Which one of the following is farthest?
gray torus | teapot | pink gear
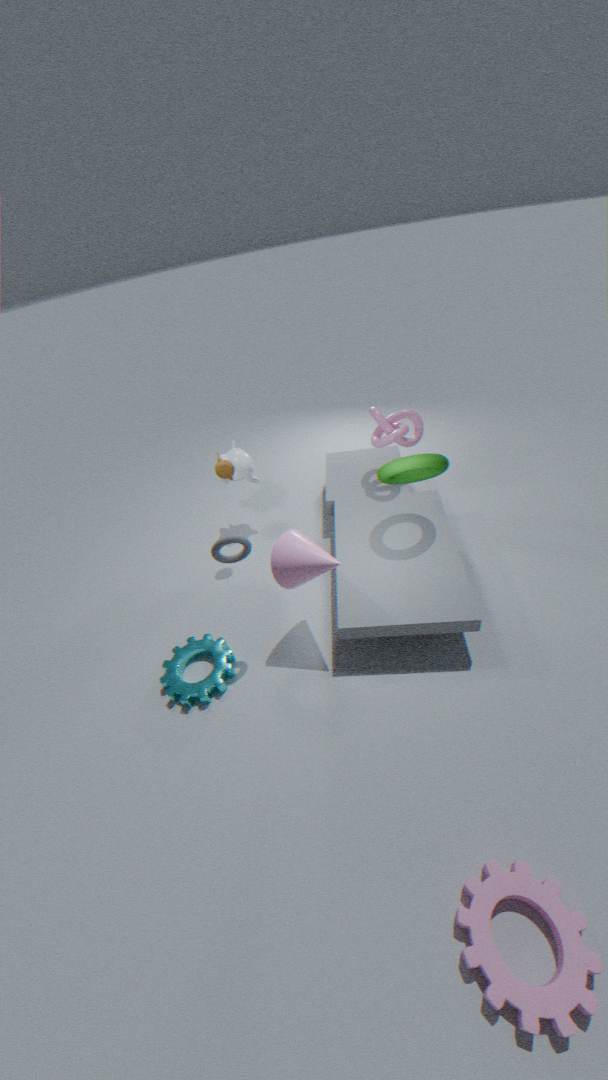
teapot
